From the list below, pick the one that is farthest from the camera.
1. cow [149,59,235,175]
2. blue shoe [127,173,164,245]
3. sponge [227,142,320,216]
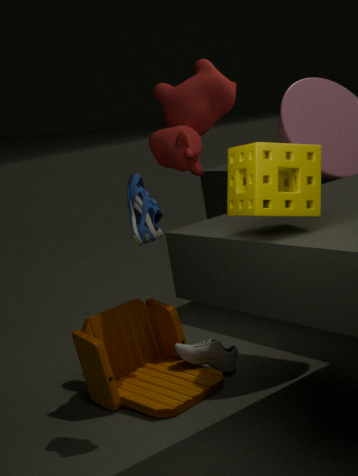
cow [149,59,235,175]
